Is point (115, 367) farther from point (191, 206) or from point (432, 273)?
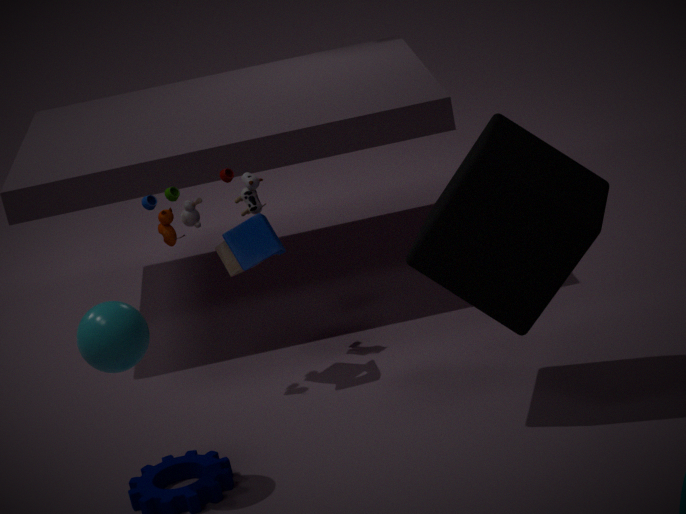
point (432, 273)
